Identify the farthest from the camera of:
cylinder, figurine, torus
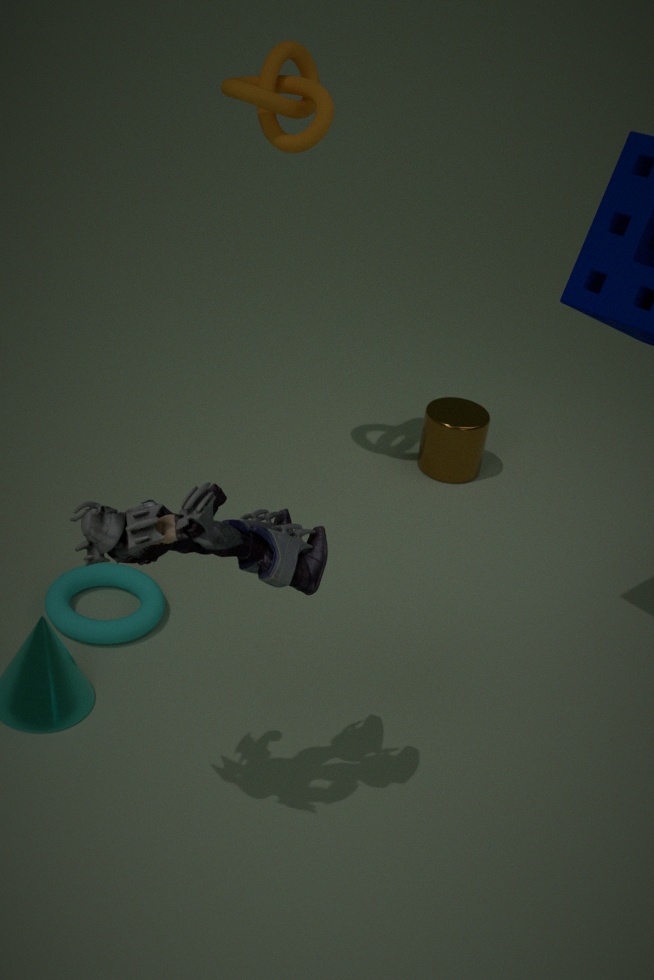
cylinder
